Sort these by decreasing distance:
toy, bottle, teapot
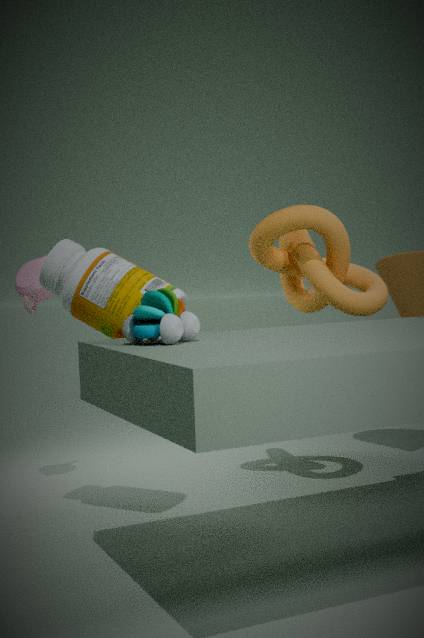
teapot, bottle, toy
